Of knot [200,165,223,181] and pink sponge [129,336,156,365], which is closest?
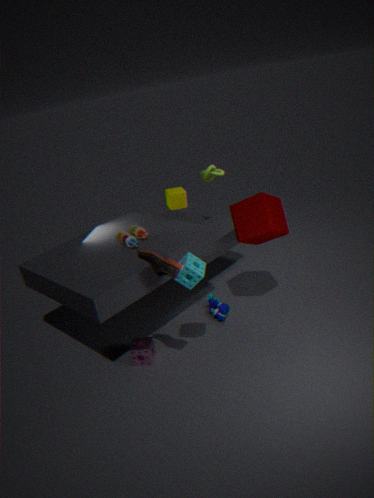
pink sponge [129,336,156,365]
